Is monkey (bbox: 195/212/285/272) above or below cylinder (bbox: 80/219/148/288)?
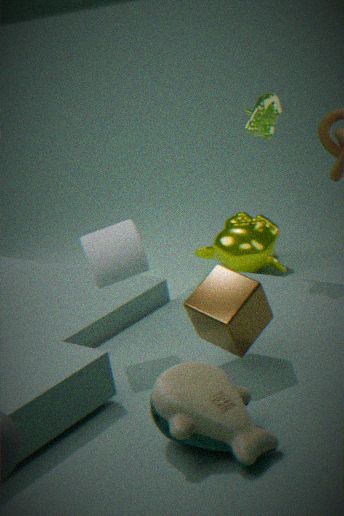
below
